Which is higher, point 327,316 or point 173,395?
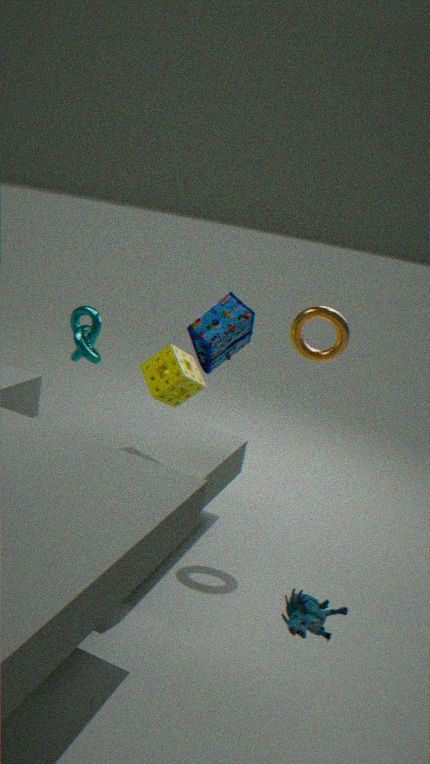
point 327,316
